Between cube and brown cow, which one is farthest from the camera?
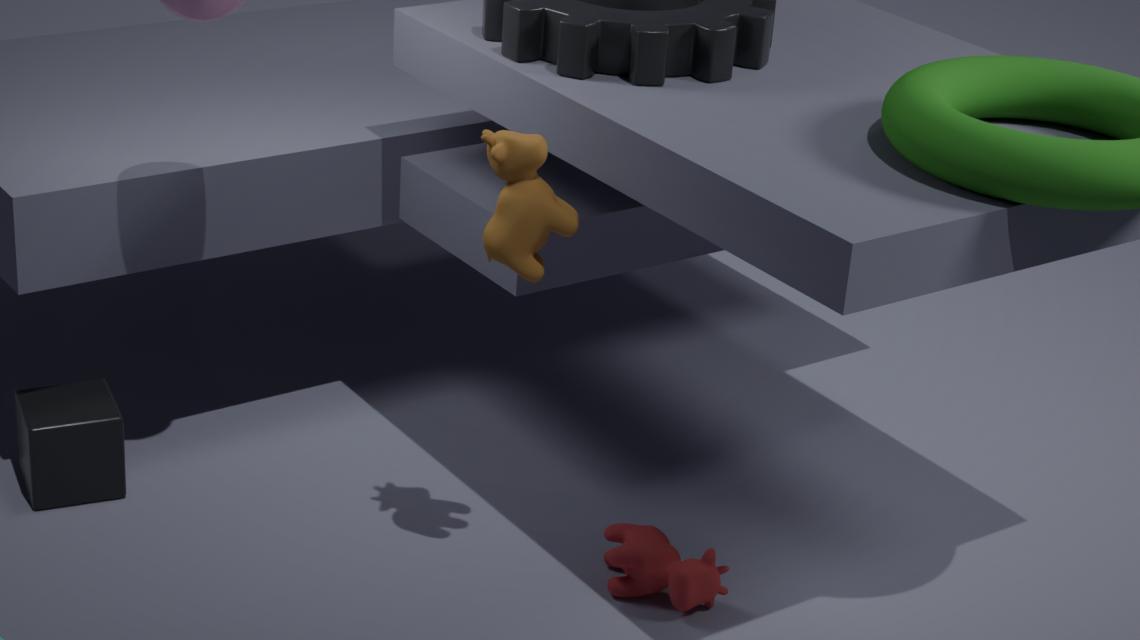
cube
